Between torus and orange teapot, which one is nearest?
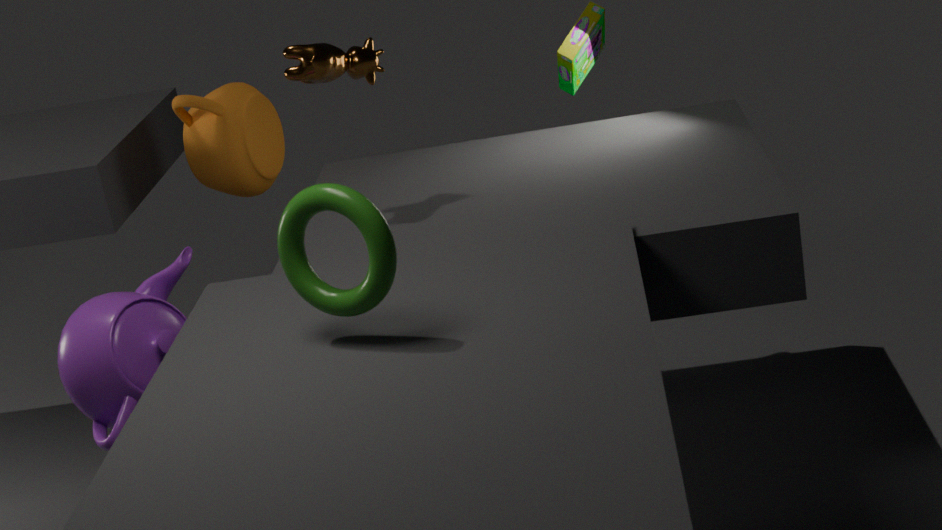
torus
